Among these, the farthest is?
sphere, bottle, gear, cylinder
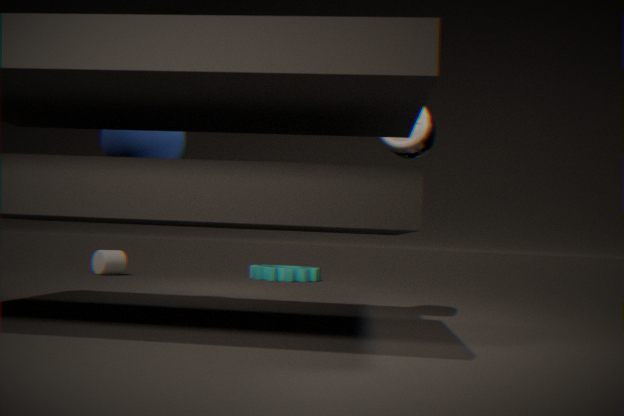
gear
